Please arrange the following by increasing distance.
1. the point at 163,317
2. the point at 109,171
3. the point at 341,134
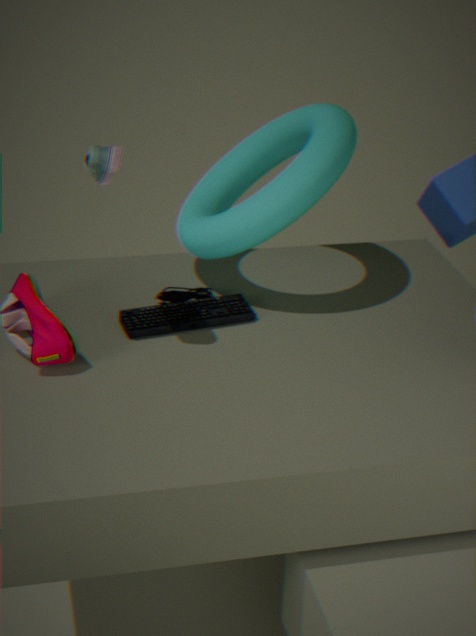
the point at 109,171 → the point at 163,317 → the point at 341,134
